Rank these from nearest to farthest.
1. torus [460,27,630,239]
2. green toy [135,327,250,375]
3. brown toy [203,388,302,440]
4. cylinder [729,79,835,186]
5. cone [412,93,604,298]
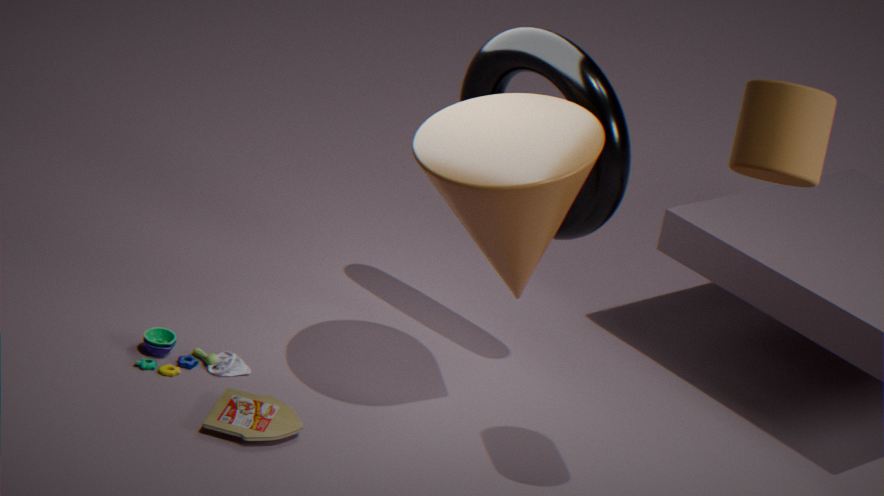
1. cylinder [729,79,835,186]
2. cone [412,93,604,298]
3. brown toy [203,388,302,440]
4. torus [460,27,630,239]
5. green toy [135,327,250,375]
